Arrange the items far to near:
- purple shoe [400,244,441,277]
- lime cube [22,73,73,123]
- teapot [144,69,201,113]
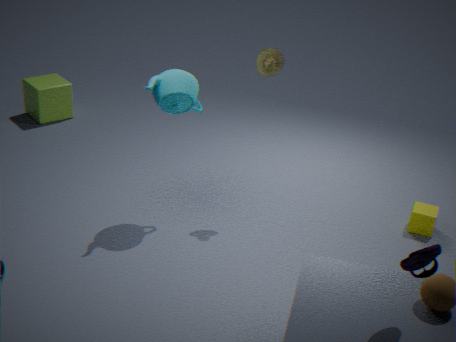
lime cube [22,73,73,123] → teapot [144,69,201,113] → purple shoe [400,244,441,277]
